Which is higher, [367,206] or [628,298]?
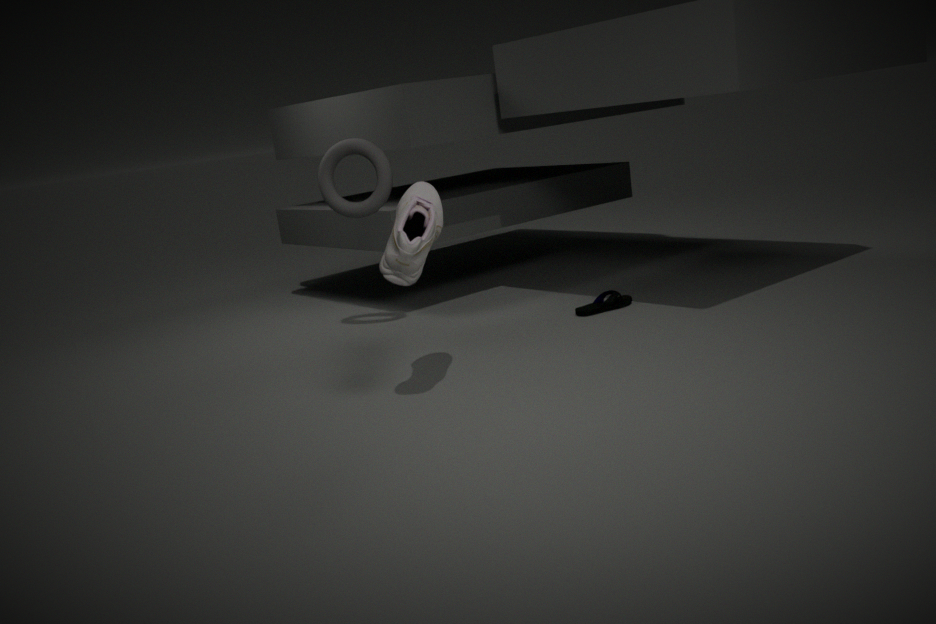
[367,206]
